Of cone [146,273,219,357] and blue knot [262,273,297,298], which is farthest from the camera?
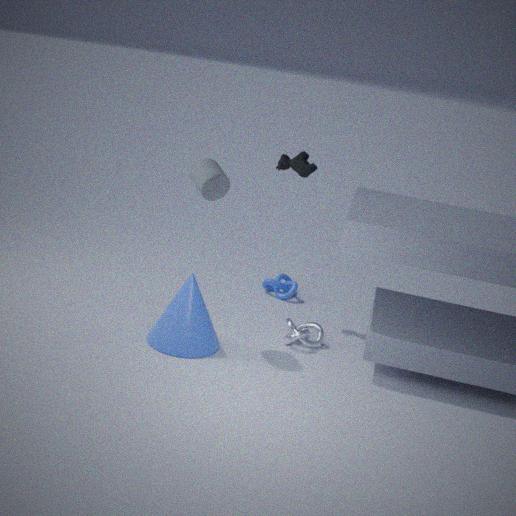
blue knot [262,273,297,298]
